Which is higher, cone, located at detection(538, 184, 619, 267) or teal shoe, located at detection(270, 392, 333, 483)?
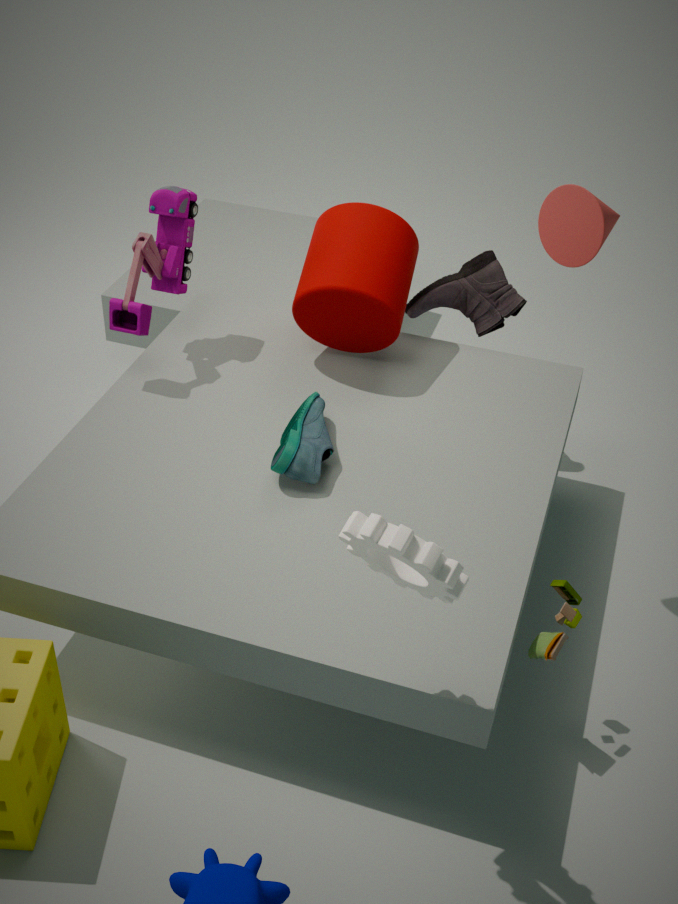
cone, located at detection(538, 184, 619, 267)
